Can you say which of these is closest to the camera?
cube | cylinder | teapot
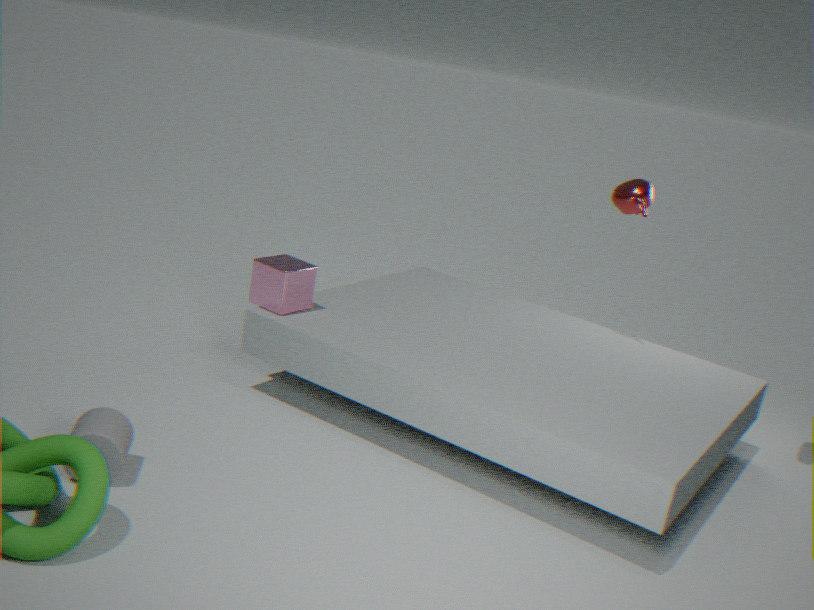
cylinder
